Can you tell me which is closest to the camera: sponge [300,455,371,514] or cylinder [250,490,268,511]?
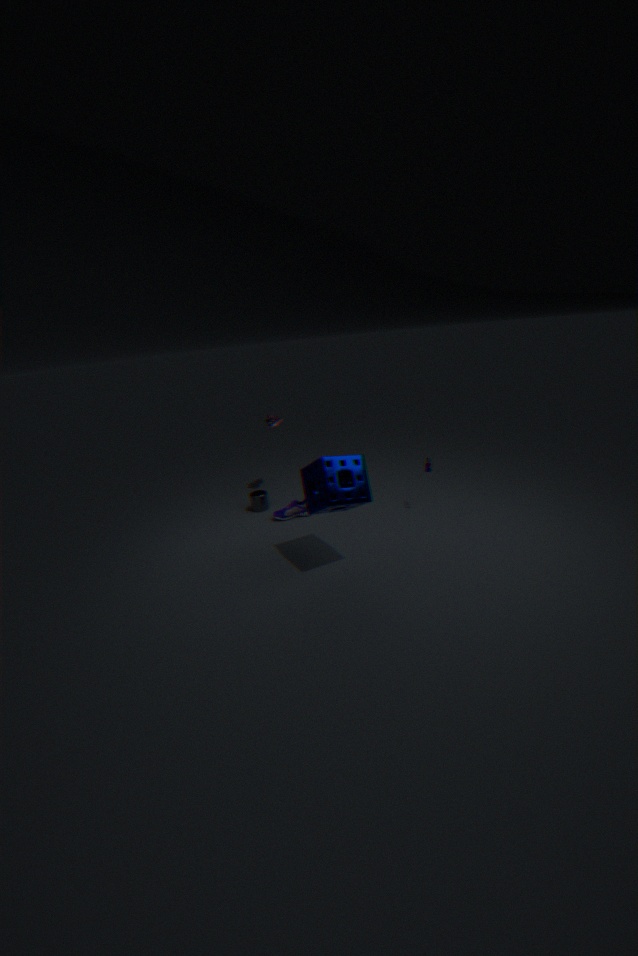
sponge [300,455,371,514]
